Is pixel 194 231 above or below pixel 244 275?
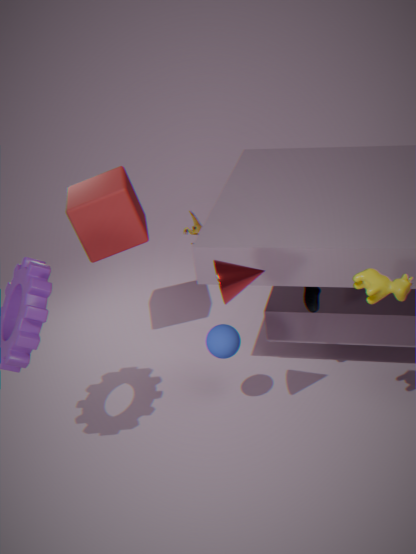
below
